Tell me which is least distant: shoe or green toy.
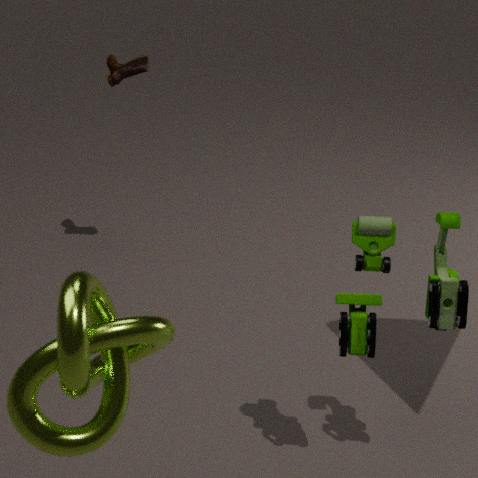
green toy
